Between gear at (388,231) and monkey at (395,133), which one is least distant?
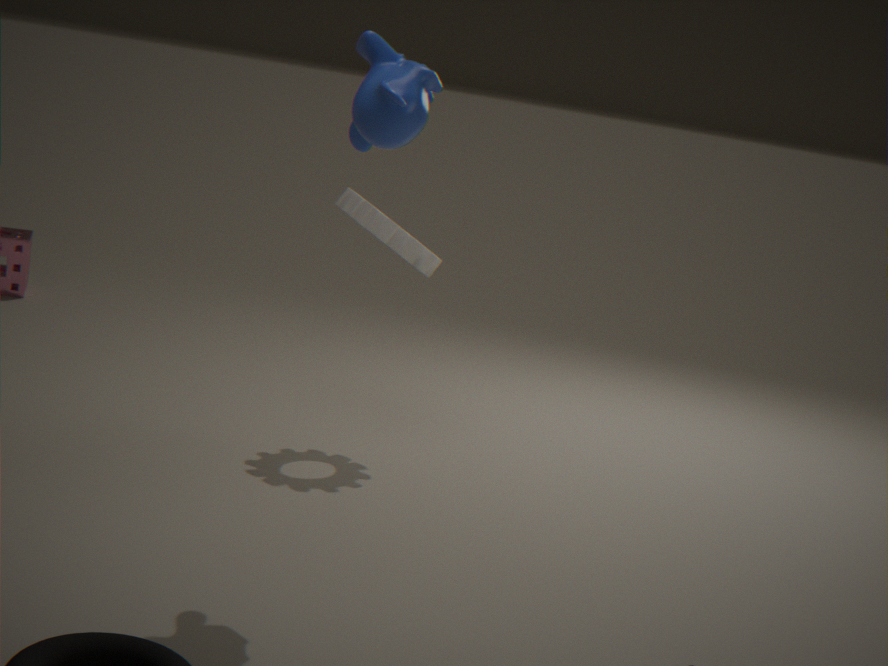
monkey at (395,133)
